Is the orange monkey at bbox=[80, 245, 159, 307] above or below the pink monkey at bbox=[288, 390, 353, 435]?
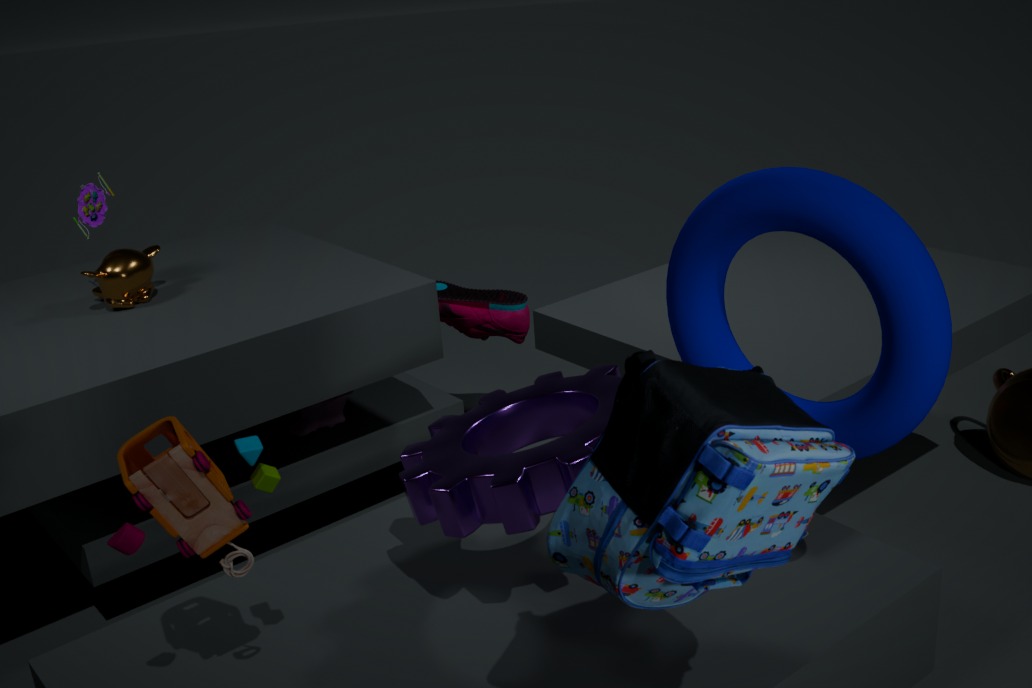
above
